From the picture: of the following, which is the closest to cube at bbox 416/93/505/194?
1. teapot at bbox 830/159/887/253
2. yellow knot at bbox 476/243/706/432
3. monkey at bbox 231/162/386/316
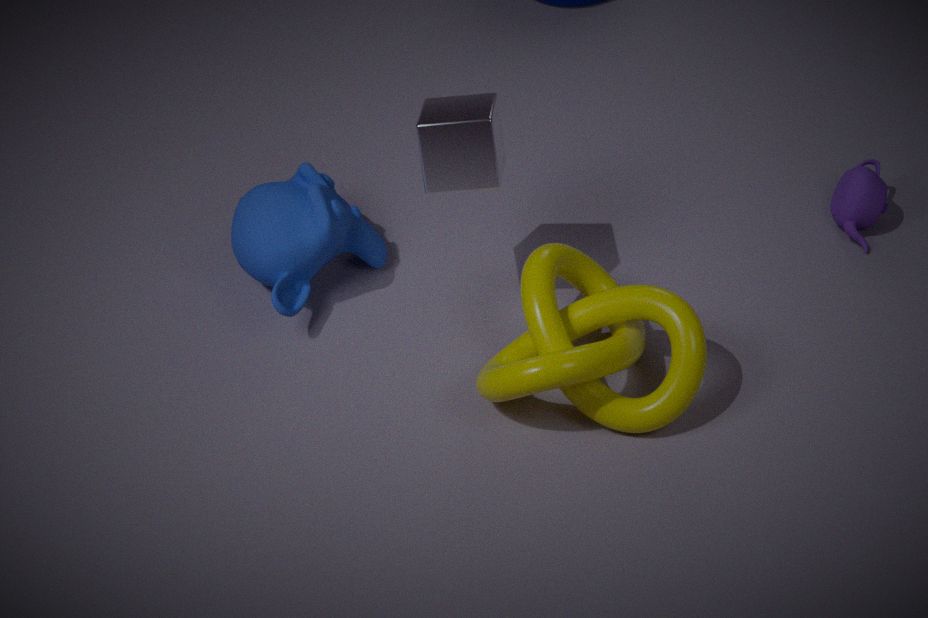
yellow knot at bbox 476/243/706/432
